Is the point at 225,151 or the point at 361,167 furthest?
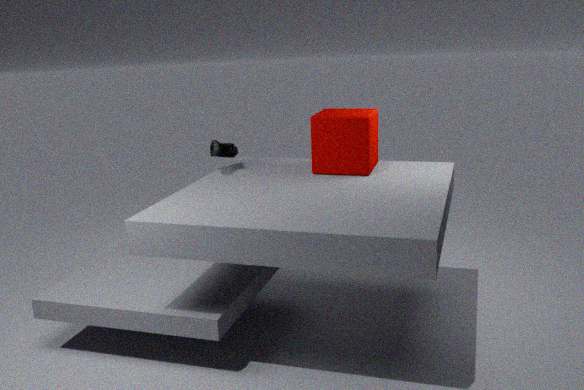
the point at 225,151
